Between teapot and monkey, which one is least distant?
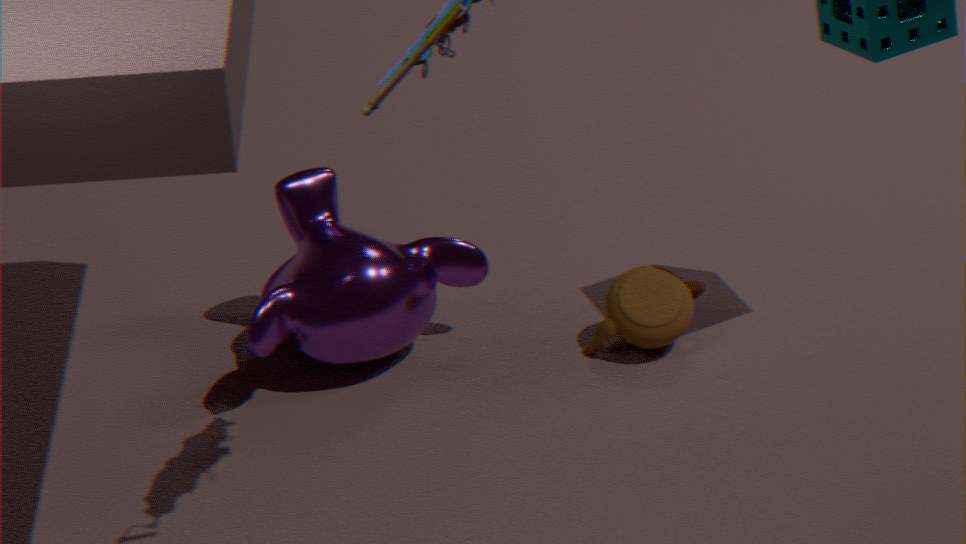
monkey
